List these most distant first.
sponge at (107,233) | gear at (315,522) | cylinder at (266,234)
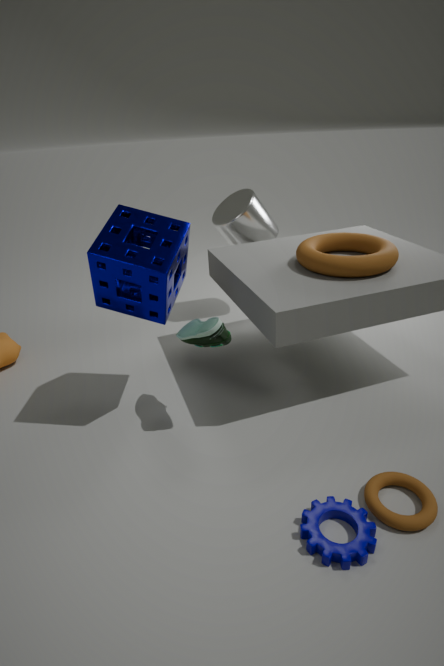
cylinder at (266,234) < sponge at (107,233) < gear at (315,522)
